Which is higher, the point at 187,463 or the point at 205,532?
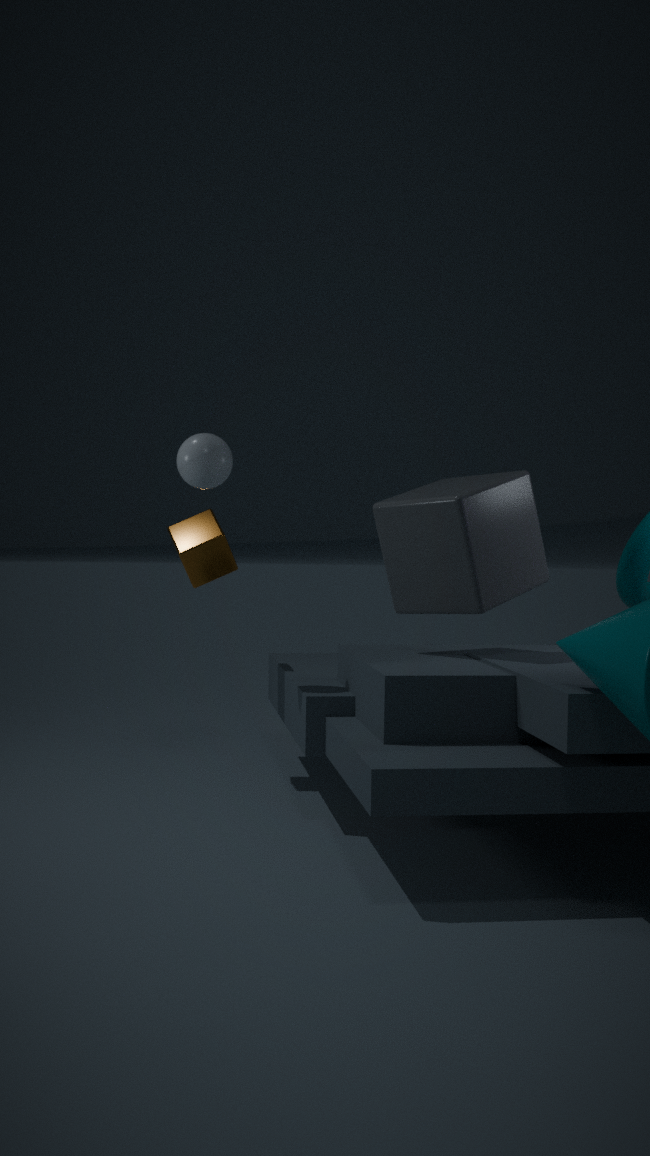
the point at 187,463
